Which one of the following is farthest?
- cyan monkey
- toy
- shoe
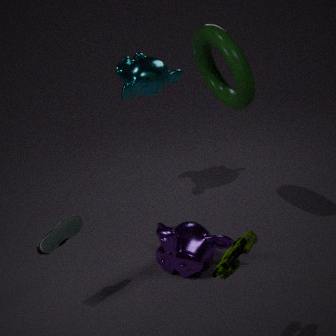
cyan monkey
